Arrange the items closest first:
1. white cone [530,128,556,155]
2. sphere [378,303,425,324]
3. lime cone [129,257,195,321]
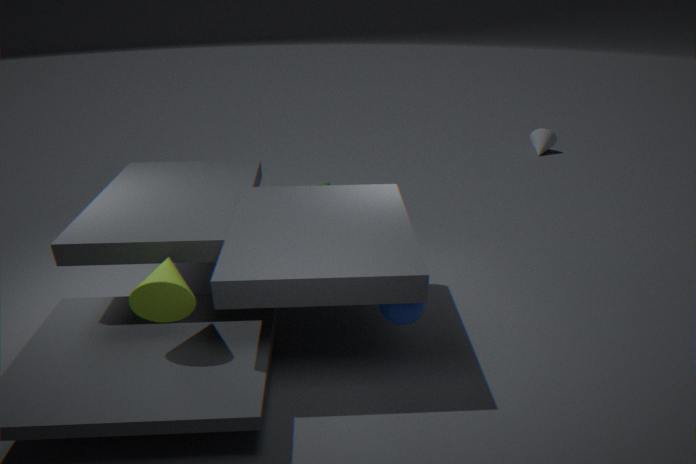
lime cone [129,257,195,321] < sphere [378,303,425,324] < white cone [530,128,556,155]
